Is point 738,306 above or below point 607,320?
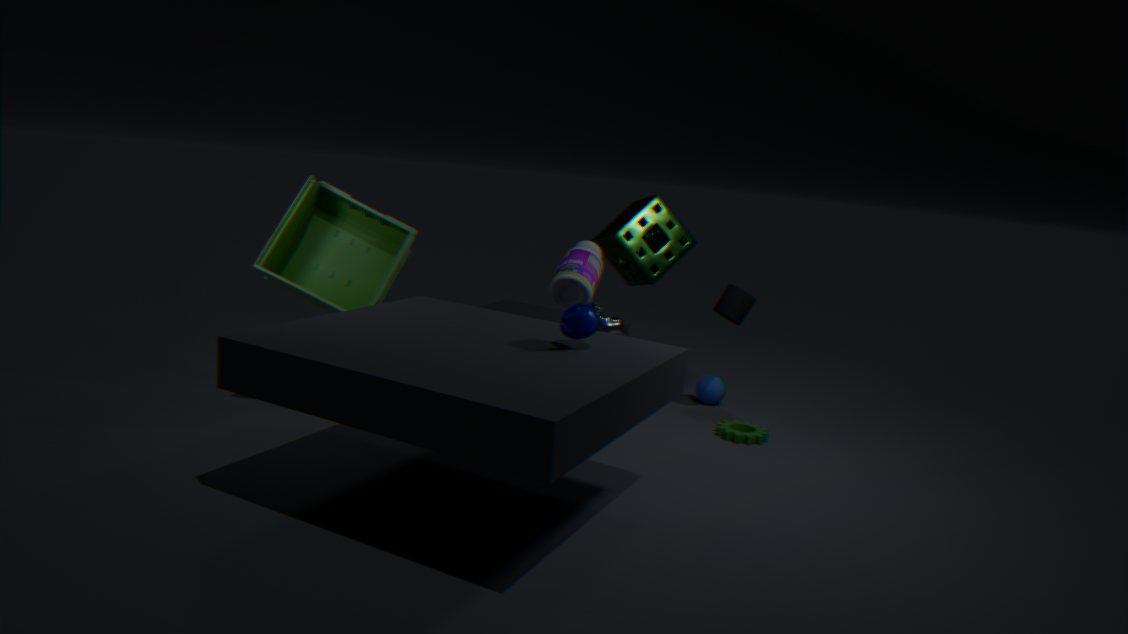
above
